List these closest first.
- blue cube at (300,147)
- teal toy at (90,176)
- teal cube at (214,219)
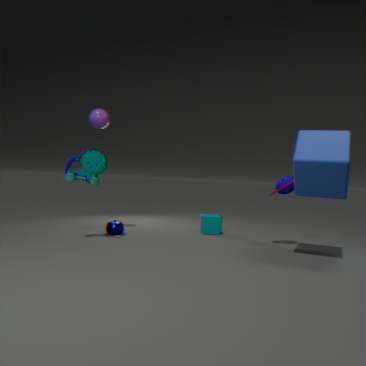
blue cube at (300,147), teal toy at (90,176), teal cube at (214,219)
